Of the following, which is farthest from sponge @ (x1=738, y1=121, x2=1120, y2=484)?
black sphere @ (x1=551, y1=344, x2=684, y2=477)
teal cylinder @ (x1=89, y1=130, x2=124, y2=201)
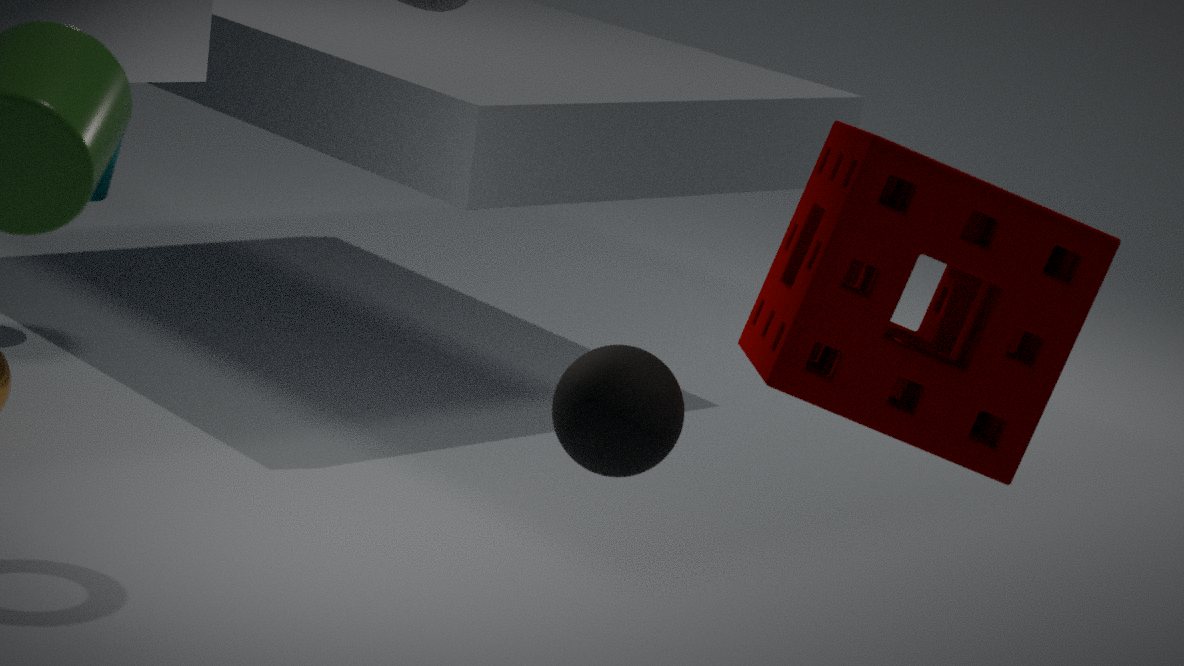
teal cylinder @ (x1=89, y1=130, x2=124, y2=201)
